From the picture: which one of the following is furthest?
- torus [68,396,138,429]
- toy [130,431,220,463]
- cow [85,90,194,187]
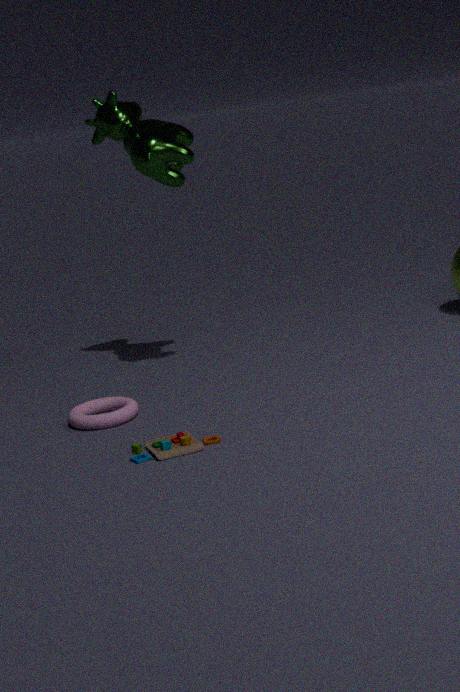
cow [85,90,194,187]
